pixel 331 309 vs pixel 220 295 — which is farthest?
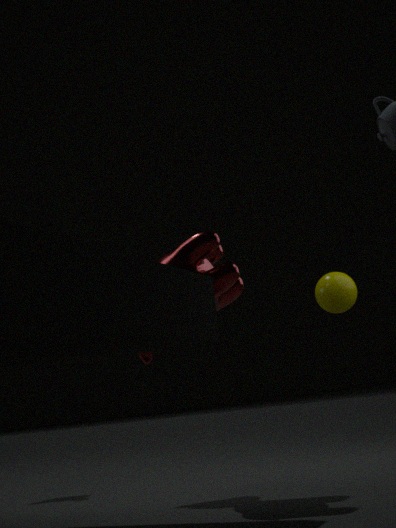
pixel 331 309
